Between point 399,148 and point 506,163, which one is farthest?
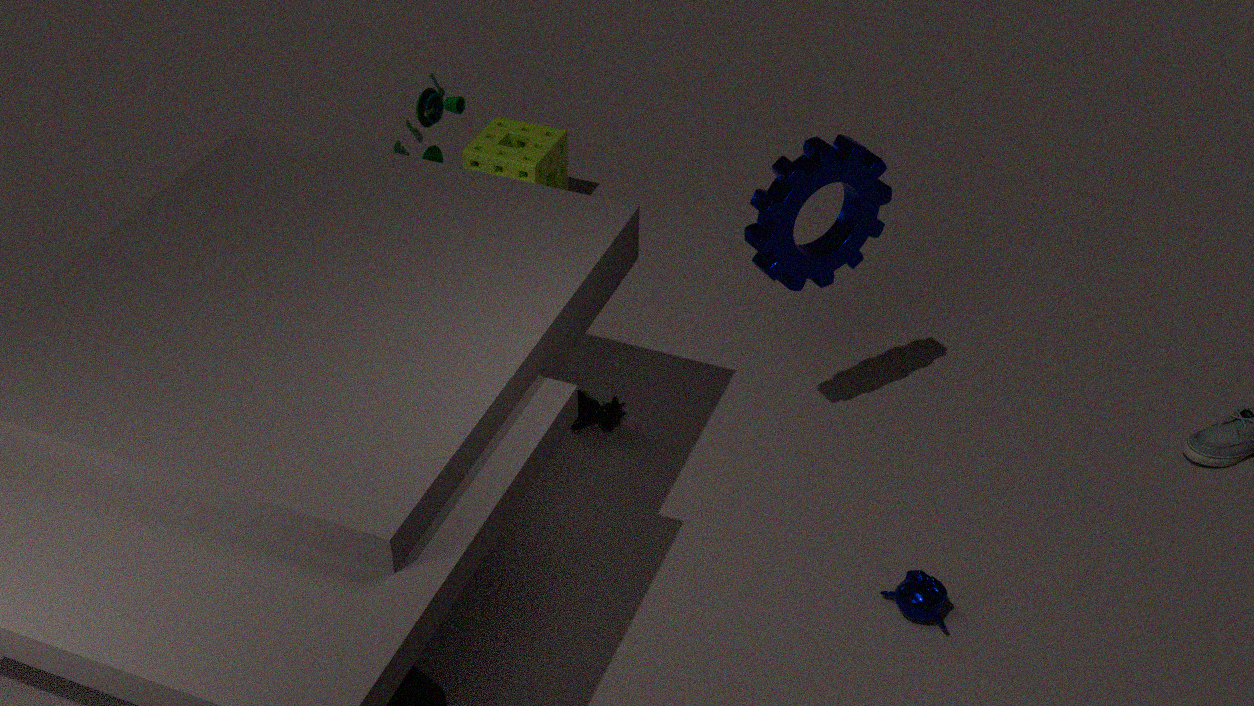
point 506,163
